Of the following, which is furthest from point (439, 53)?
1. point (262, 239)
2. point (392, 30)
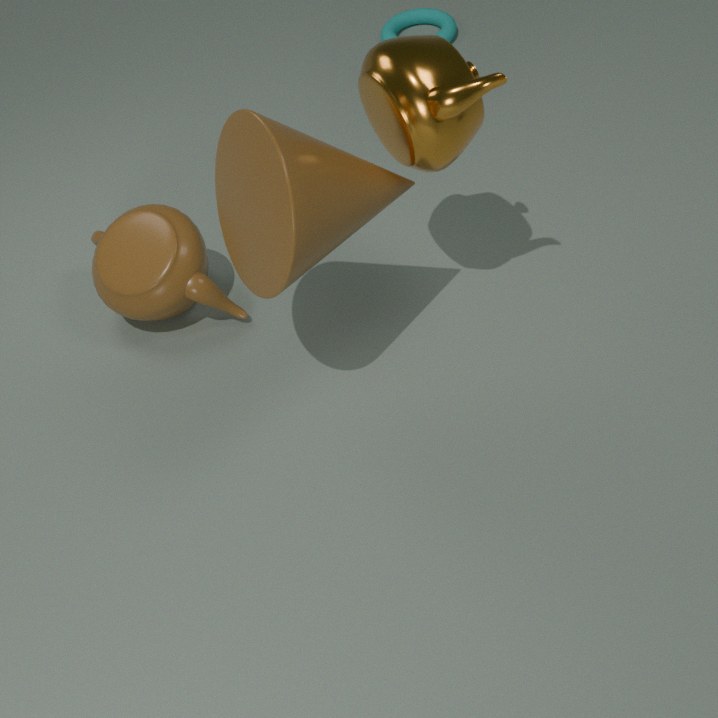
point (392, 30)
